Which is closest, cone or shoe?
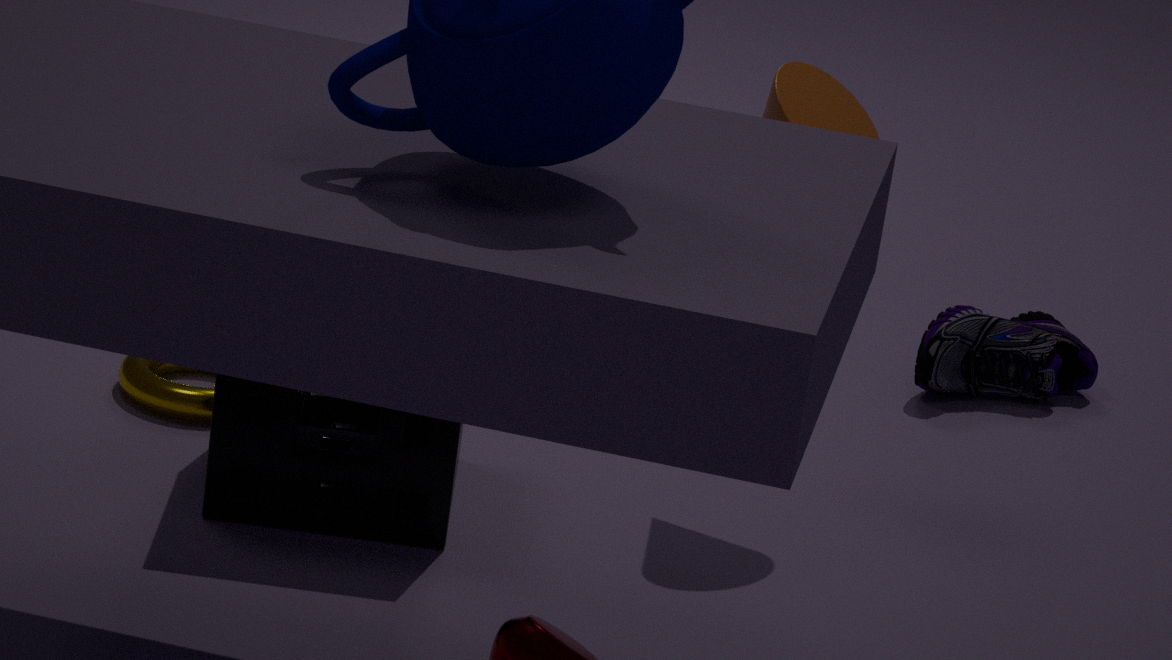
cone
